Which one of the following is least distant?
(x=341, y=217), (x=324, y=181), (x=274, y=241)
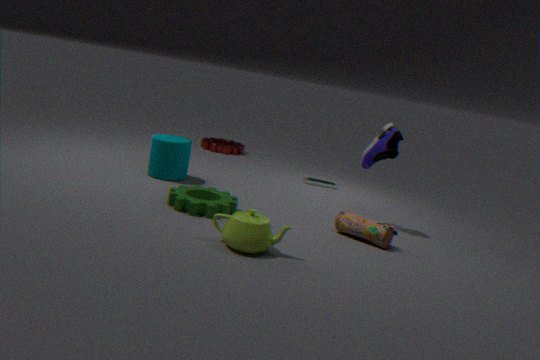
(x=274, y=241)
